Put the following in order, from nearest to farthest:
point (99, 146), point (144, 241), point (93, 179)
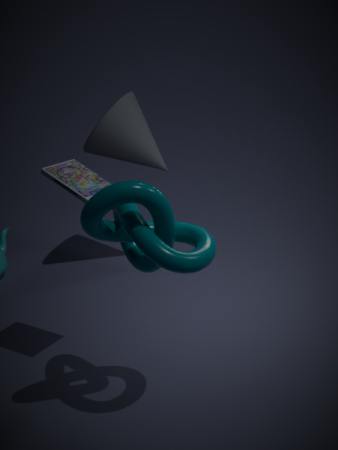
point (144, 241)
point (93, 179)
point (99, 146)
